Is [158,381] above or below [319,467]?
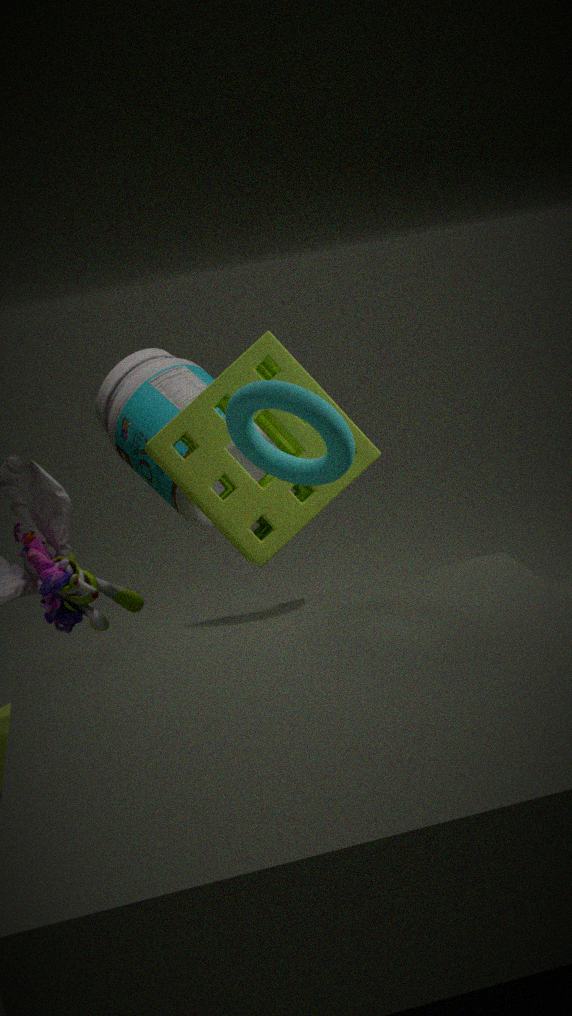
below
